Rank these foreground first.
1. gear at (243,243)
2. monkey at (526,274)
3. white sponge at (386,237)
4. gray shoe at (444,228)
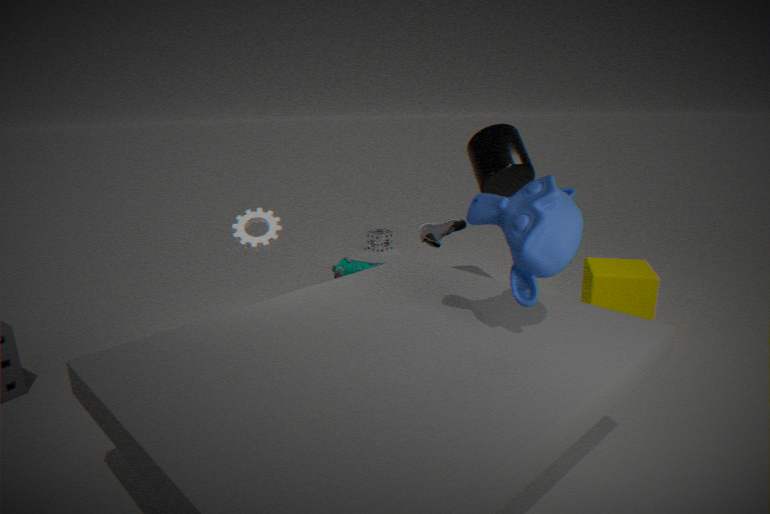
monkey at (526,274) < gear at (243,243) < gray shoe at (444,228) < white sponge at (386,237)
